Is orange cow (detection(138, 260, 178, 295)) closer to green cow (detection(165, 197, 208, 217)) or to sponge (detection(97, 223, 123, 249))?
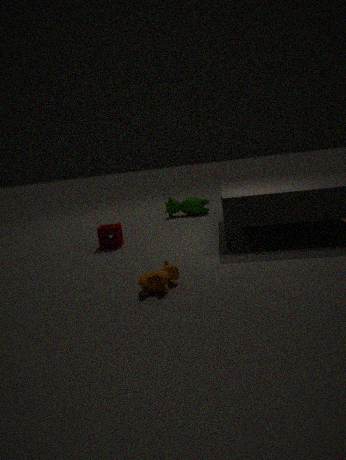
sponge (detection(97, 223, 123, 249))
